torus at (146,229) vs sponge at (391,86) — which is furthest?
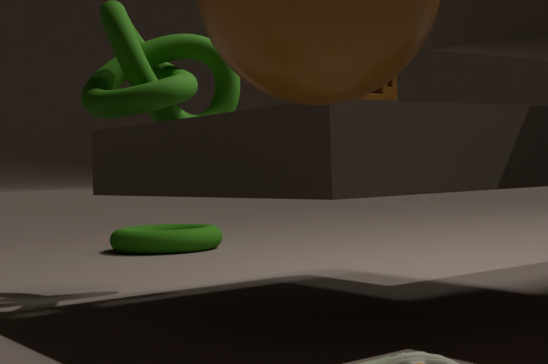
torus at (146,229)
